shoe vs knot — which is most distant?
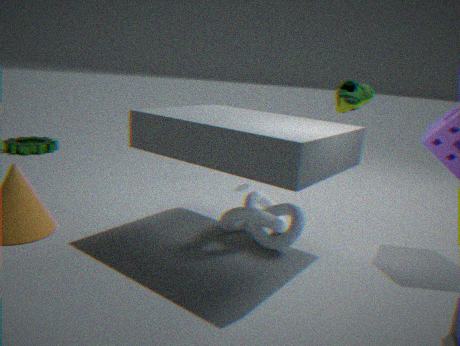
knot
